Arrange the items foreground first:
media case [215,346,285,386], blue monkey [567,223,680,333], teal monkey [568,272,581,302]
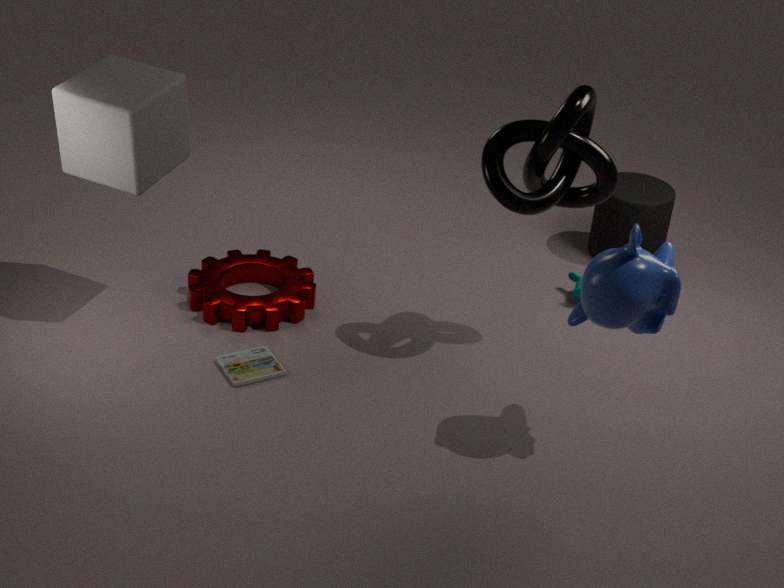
blue monkey [567,223,680,333], media case [215,346,285,386], teal monkey [568,272,581,302]
